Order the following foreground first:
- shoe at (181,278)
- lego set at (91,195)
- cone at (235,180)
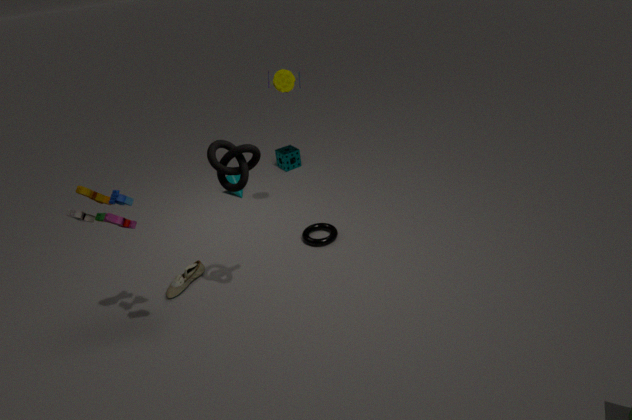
lego set at (91,195) < shoe at (181,278) < cone at (235,180)
